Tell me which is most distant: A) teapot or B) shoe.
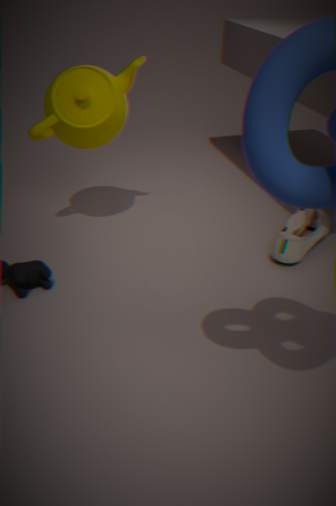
B. shoe
